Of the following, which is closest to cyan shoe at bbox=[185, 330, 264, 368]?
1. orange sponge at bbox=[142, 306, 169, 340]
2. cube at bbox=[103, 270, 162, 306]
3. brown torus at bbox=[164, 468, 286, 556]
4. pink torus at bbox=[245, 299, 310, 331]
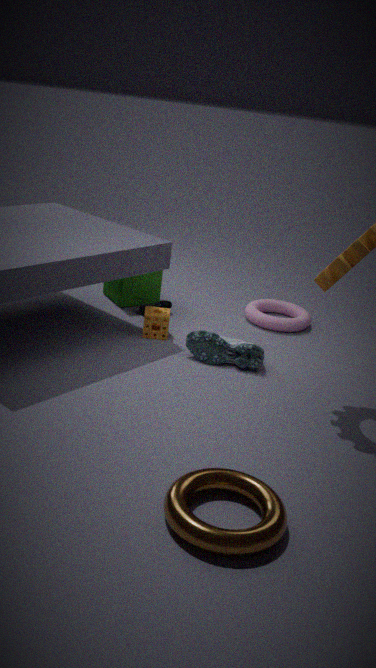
orange sponge at bbox=[142, 306, 169, 340]
